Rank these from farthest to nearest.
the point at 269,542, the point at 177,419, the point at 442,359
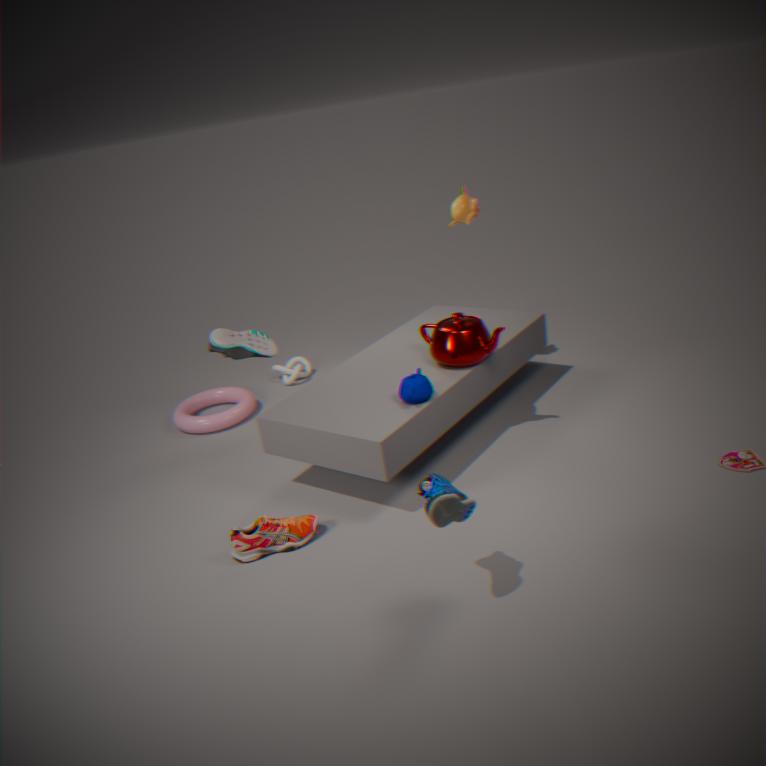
the point at 177,419, the point at 442,359, the point at 269,542
